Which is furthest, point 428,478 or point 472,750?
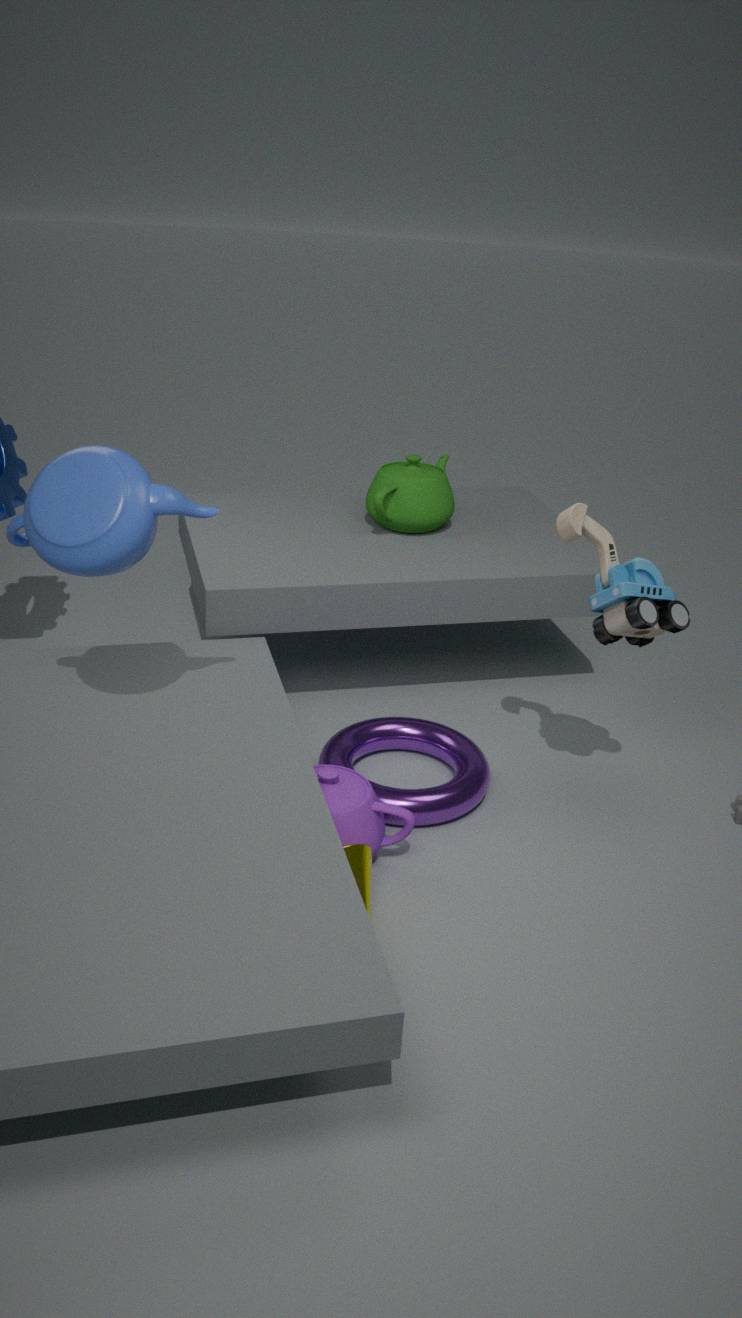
point 428,478
